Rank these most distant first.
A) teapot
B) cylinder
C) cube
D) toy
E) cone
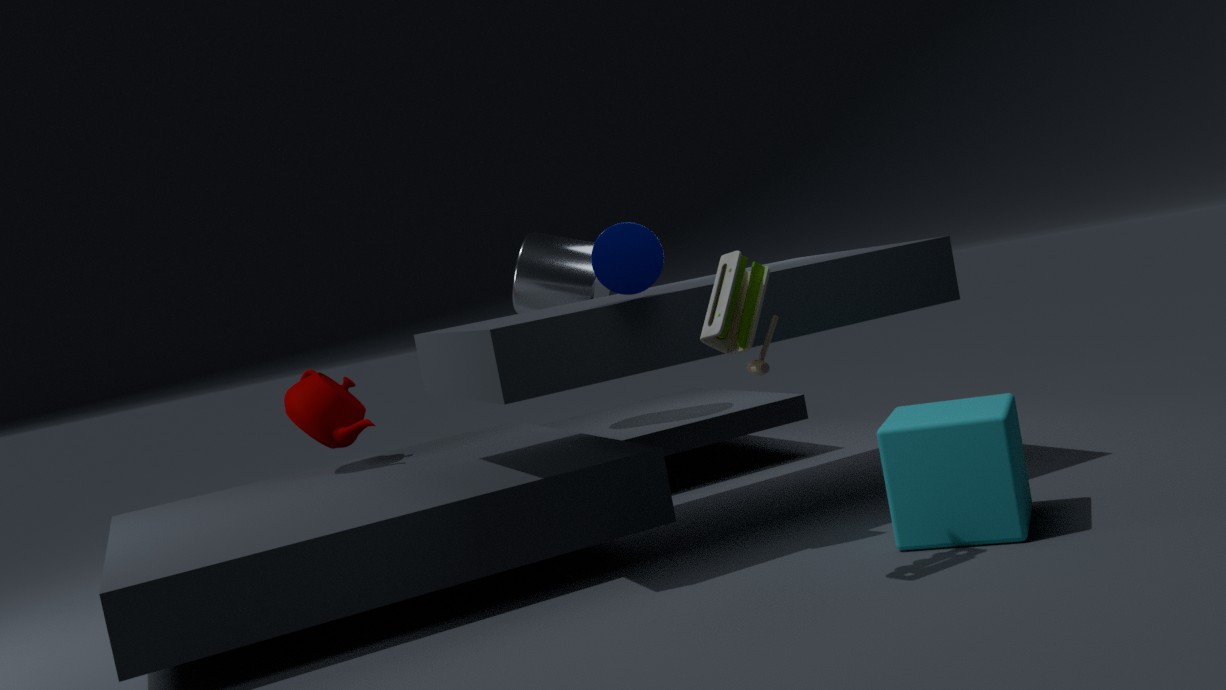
cylinder, teapot, cone, cube, toy
